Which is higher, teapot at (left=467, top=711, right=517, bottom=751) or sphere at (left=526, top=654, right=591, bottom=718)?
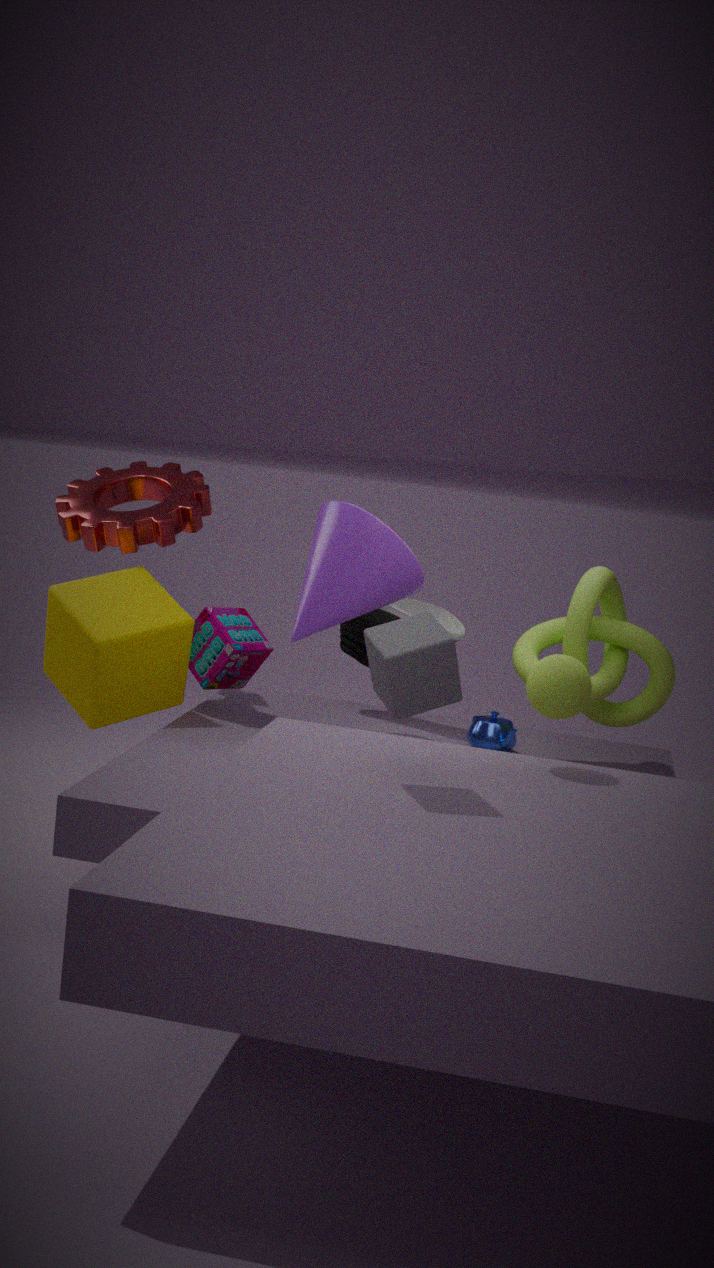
sphere at (left=526, top=654, right=591, bottom=718)
